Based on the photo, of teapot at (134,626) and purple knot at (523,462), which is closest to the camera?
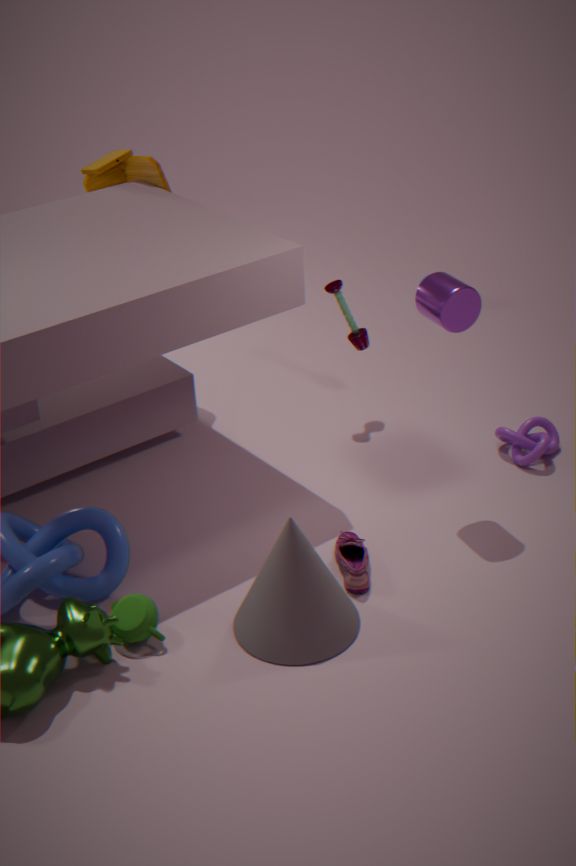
teapot at (134,626)
